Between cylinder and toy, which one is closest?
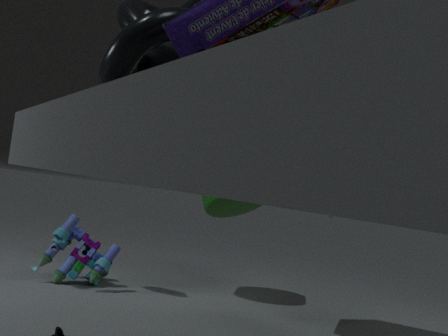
toy
